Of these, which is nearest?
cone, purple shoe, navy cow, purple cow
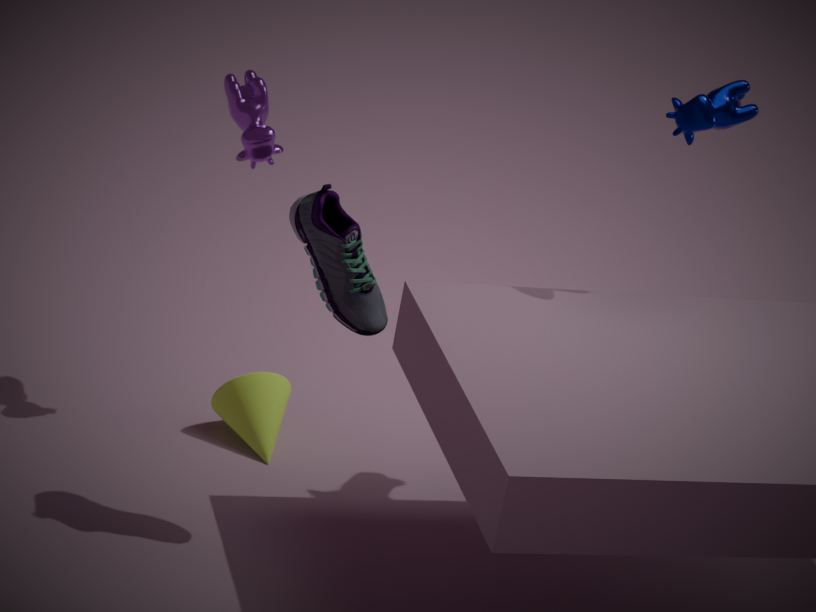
purple shoe
